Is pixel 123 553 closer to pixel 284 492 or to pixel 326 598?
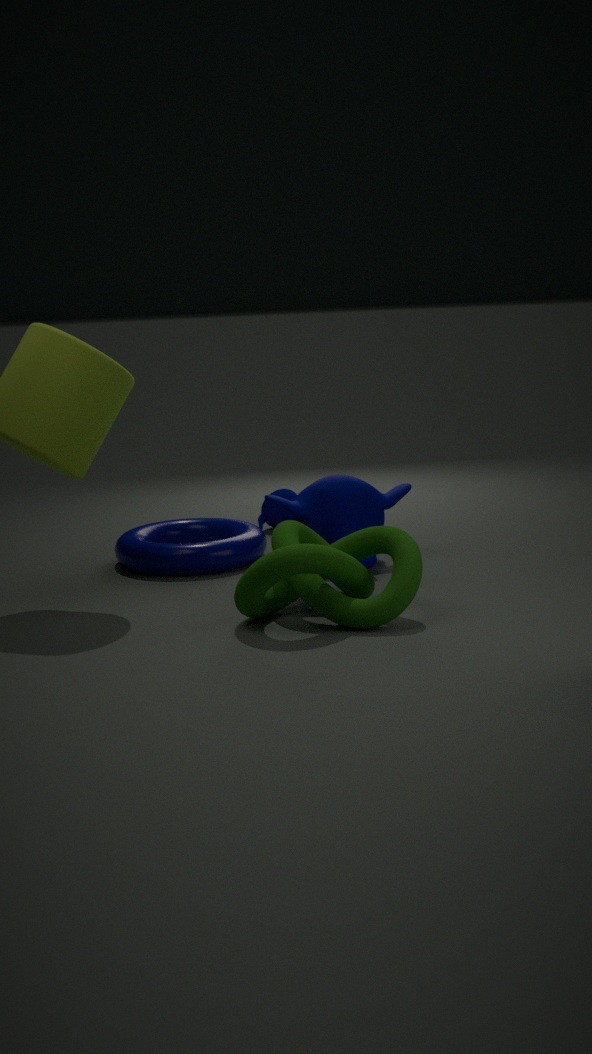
pixel 284 492
